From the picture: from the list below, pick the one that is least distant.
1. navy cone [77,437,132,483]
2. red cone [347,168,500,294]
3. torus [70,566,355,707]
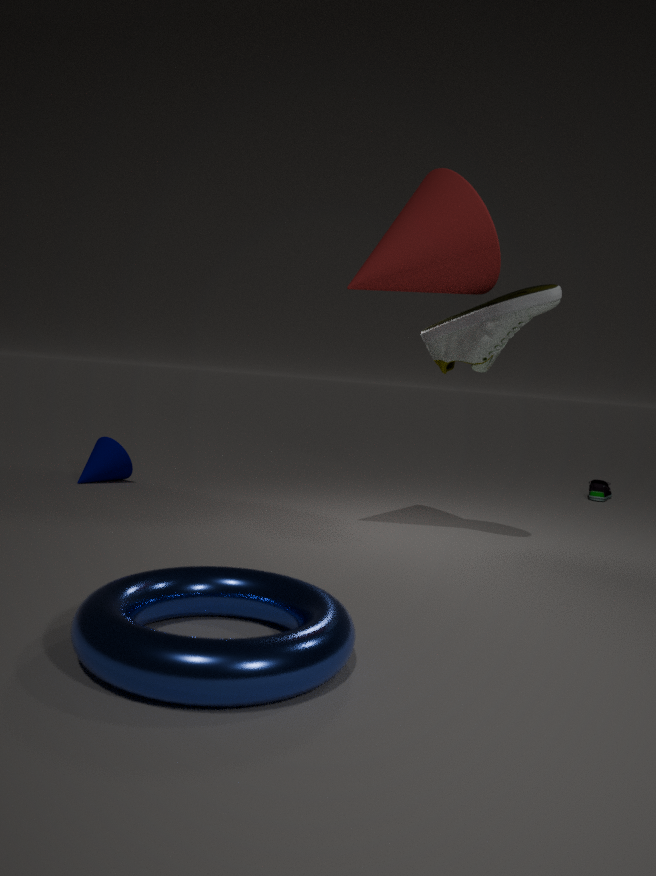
torus [70,566,355,707]
